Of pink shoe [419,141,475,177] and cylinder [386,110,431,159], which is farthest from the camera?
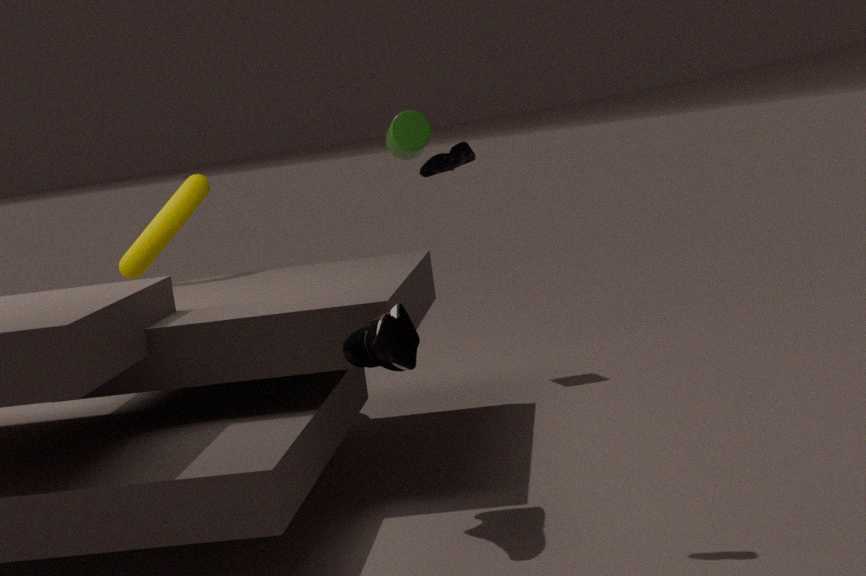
cylinder [386,110,431,159]
